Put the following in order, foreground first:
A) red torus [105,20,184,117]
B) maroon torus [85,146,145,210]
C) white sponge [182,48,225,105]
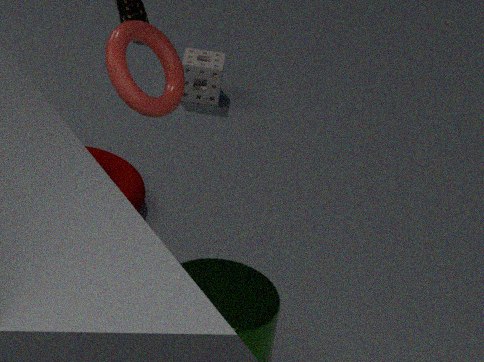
1. red torus [105,20,184,117]
2. maroon torus [85,146,145,210]
3. white sponge [182,48,225,105]
